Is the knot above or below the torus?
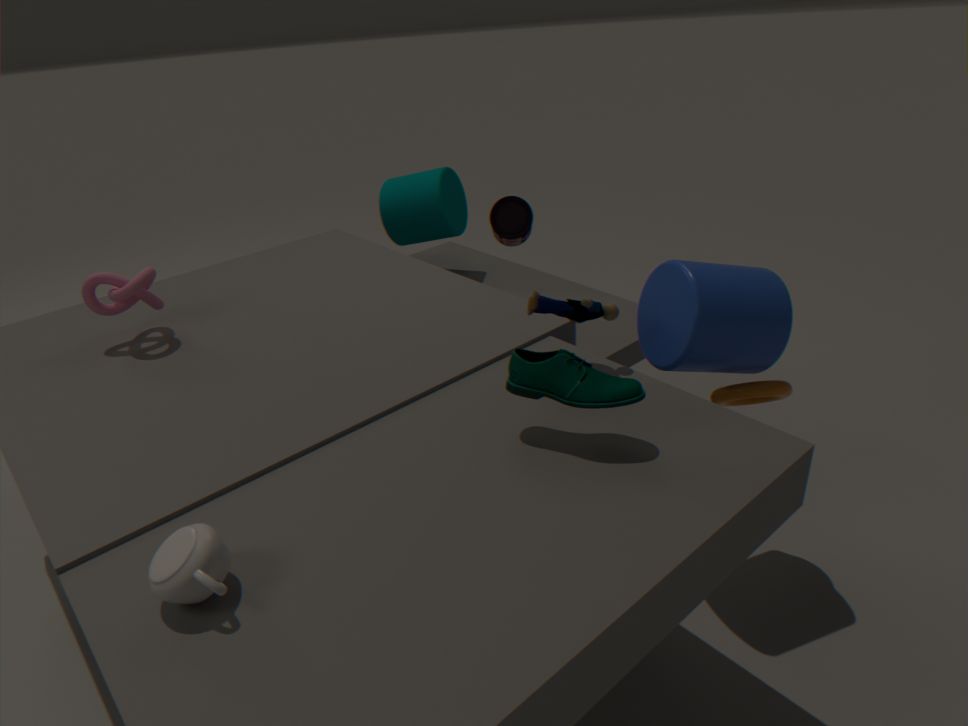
above
